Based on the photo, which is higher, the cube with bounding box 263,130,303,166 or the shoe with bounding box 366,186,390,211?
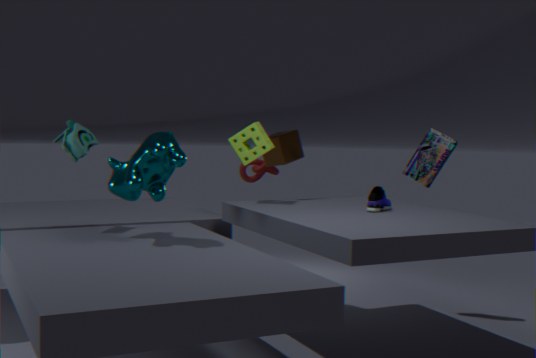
the cube with bounding box 263,130,303,166
